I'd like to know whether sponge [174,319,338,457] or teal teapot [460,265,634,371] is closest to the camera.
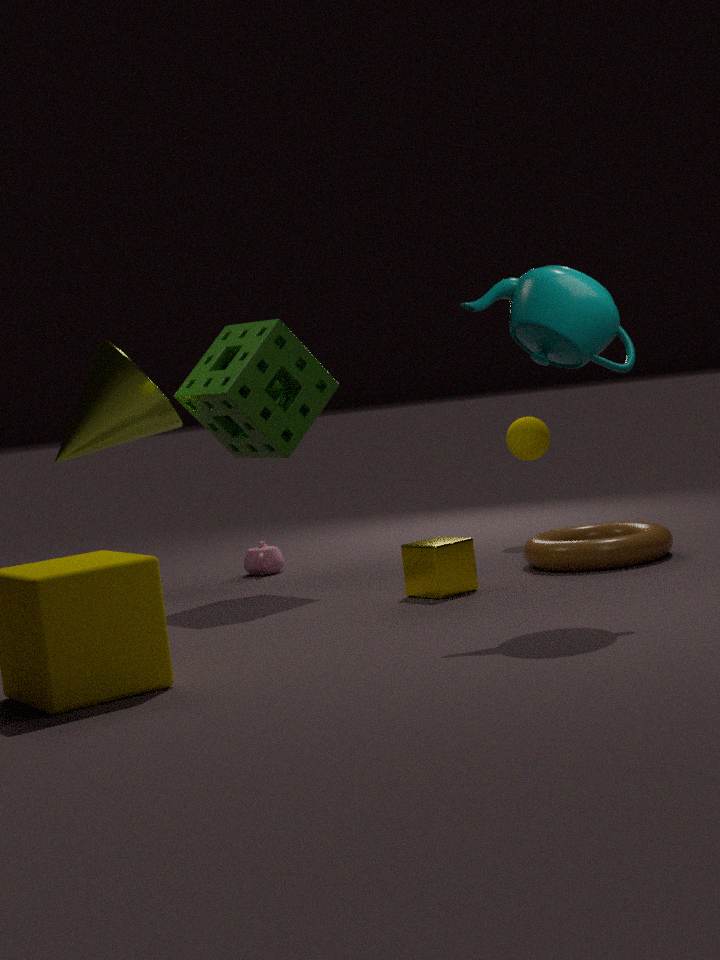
teal teapot [460,265,634,371]
